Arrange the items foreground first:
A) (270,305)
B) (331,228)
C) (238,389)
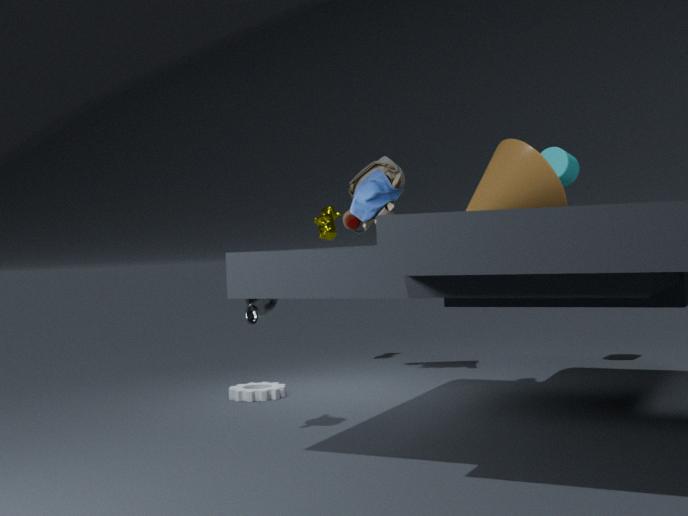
1. (270,305)
2. (238,389)
3. (331,228)
